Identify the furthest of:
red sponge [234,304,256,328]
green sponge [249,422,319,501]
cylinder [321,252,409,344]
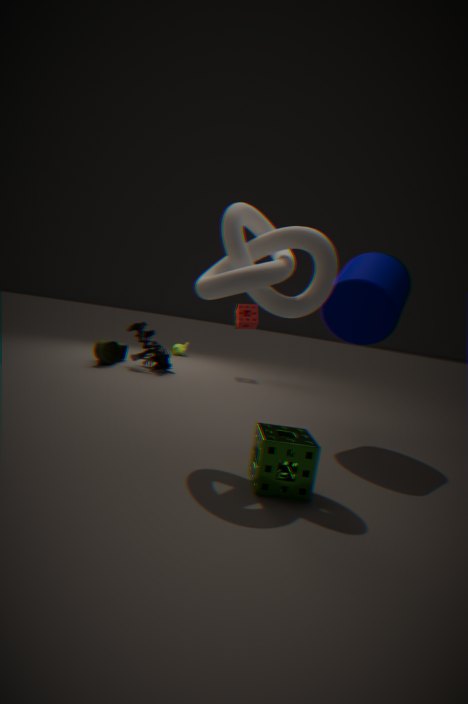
red sponge [234,304,256,328]
